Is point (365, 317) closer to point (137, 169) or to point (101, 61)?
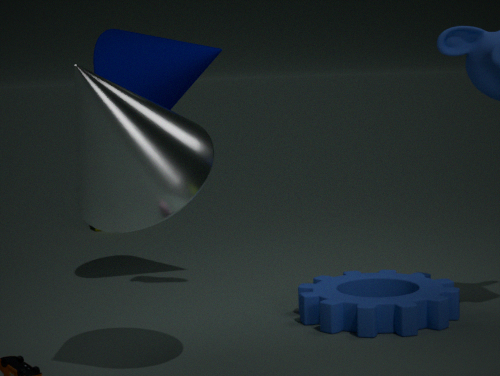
point (137, 169)
